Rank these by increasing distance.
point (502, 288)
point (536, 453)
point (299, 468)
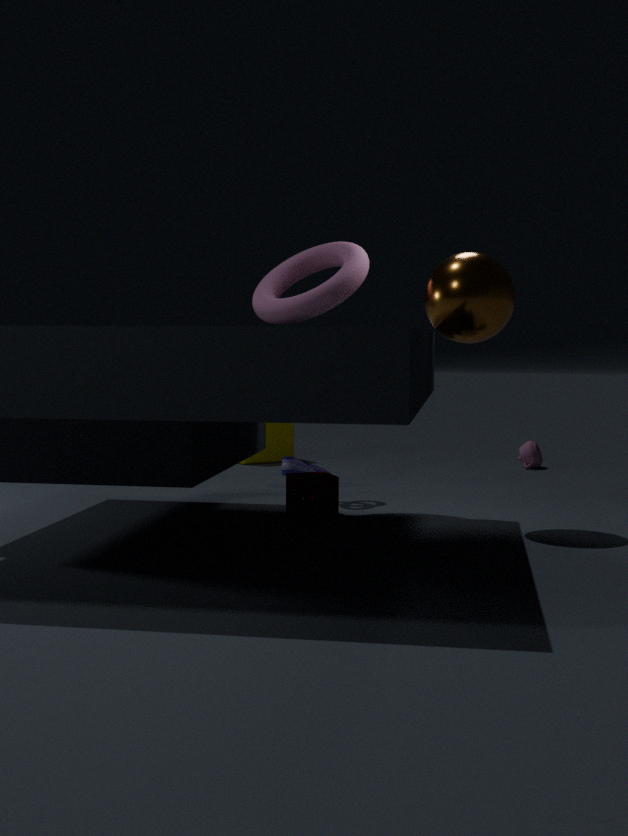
point (502, 288), point (299, 468), point (536, 453)
